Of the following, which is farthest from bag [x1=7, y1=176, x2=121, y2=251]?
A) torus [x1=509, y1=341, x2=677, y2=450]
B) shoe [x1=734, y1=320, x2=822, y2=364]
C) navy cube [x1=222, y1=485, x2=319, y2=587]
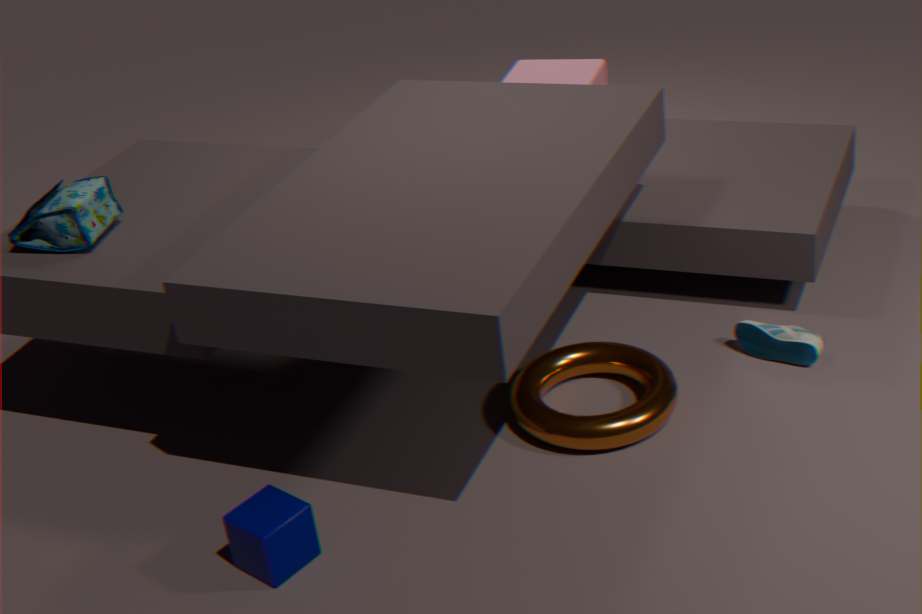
shoe [x1=734, y1=320, x2=822, y2=364]
